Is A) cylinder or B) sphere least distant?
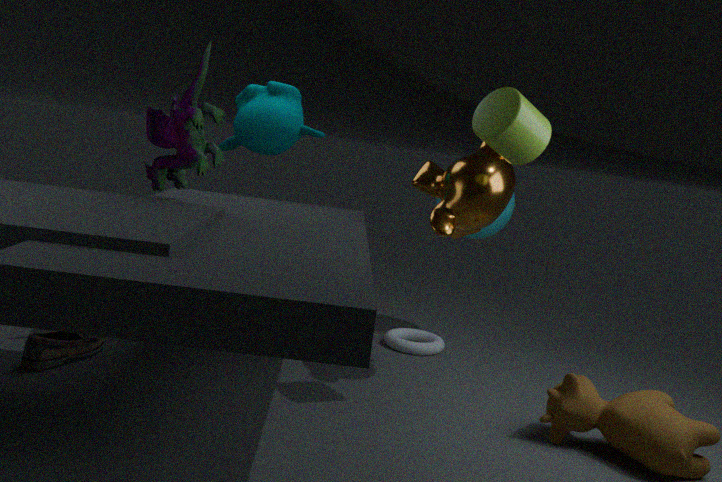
A. cylinder
